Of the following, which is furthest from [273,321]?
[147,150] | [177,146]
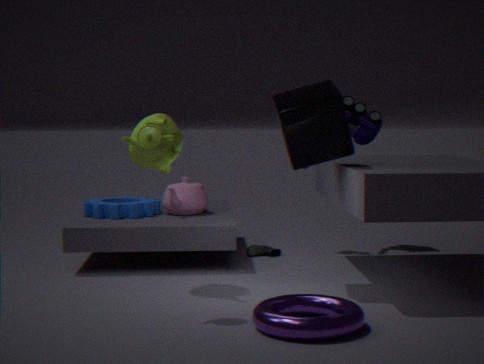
[177,146]
